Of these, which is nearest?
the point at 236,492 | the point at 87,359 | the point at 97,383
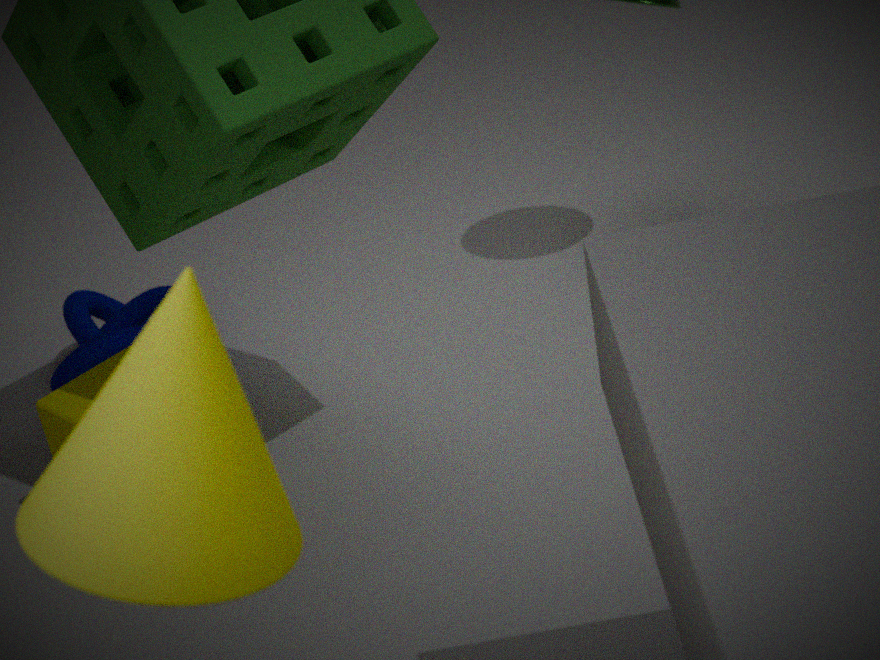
the point at 236,492
